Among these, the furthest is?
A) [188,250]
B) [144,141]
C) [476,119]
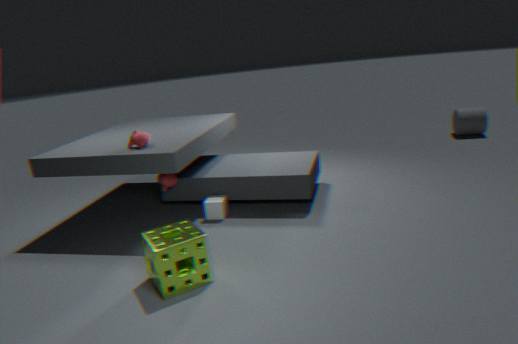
C. [476,119]
